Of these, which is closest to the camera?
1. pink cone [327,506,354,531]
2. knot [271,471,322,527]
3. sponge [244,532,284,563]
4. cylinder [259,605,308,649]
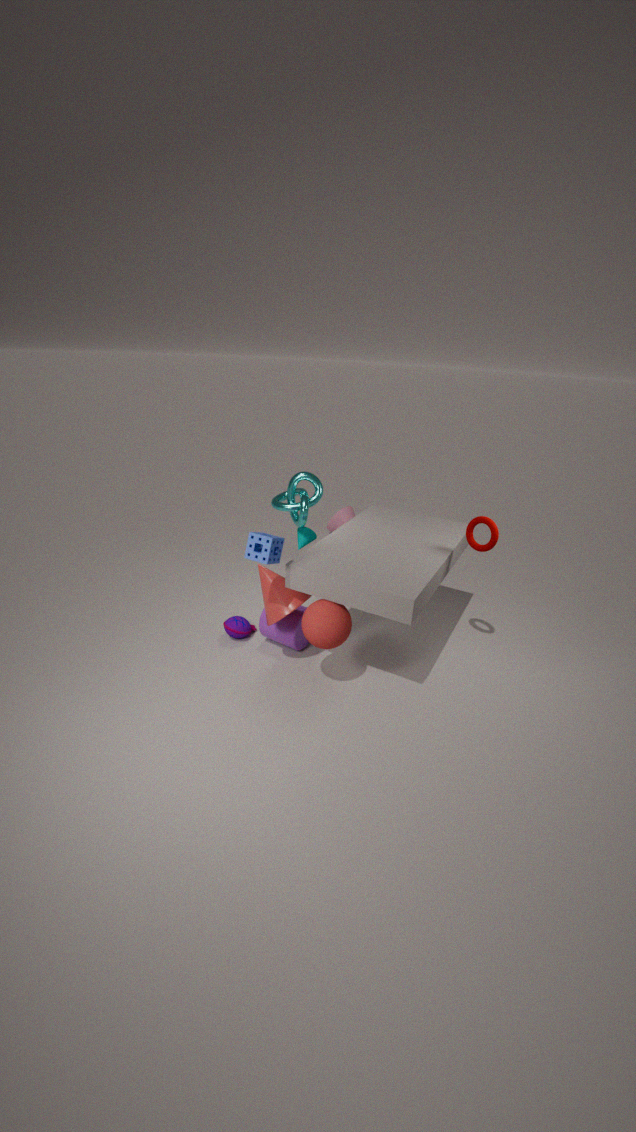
sponge [244,532,284,563]
